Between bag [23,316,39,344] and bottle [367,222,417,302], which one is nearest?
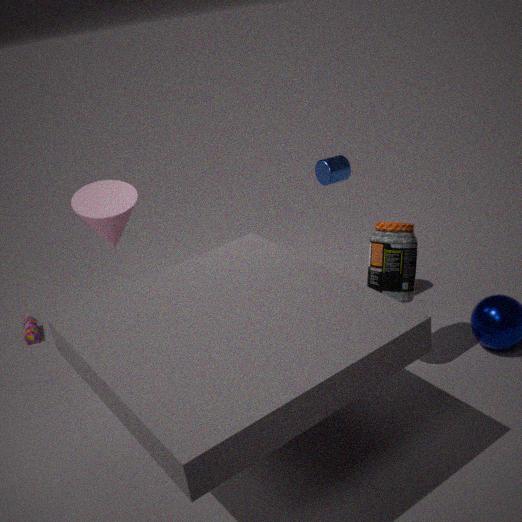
bottle [367,222,417,302]
